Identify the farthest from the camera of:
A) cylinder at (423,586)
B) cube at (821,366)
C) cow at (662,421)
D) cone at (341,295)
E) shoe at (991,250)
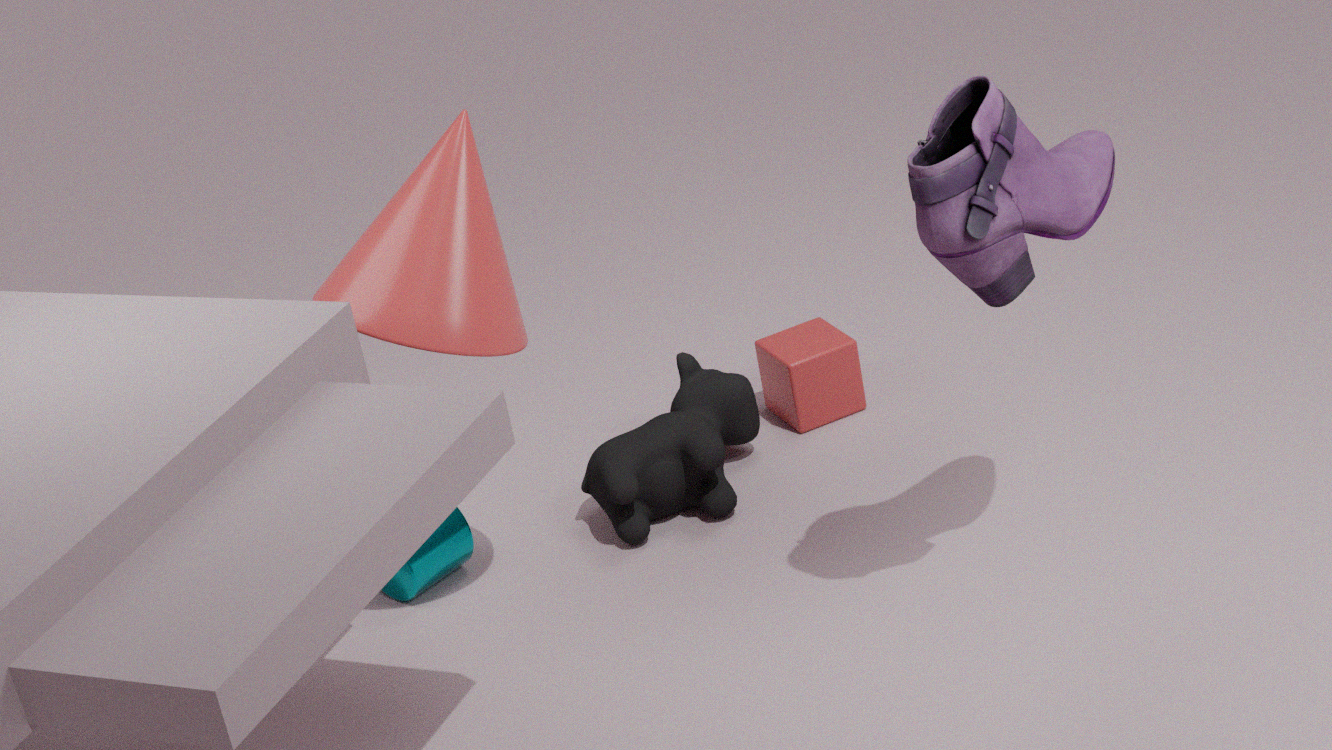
cube at (821,366)
